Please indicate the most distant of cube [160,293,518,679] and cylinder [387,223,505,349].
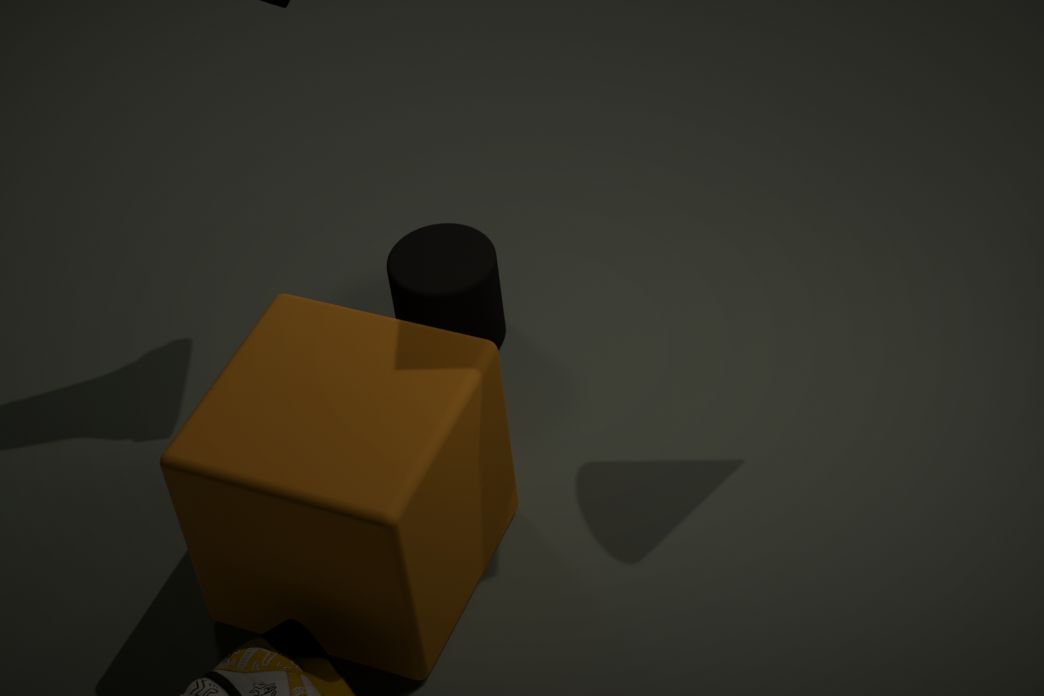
cylinder [387,223,505,349]
